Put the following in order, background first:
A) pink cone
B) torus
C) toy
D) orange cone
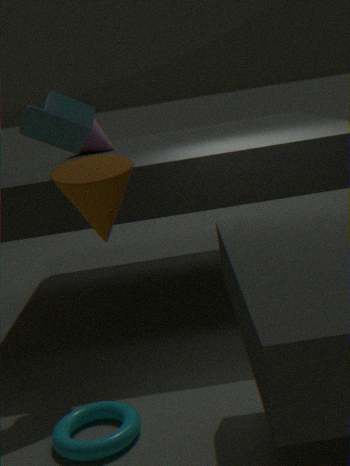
pink cone < toy < torus < orange cone
